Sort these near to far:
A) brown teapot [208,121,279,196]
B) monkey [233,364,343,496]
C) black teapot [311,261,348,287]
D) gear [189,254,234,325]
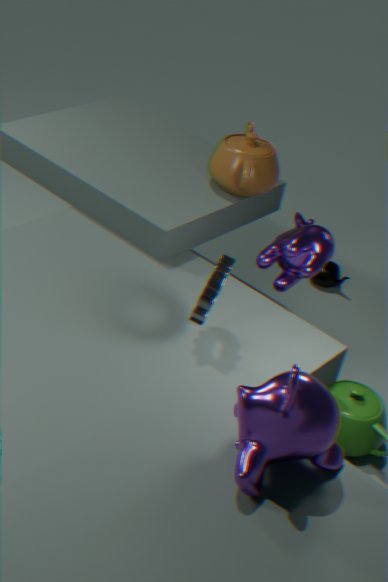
monkey [233,364,343,496] → gear [189,254,234,325] → brown teapot [208,121,279,196] → black teapot [311,261,348,287]
